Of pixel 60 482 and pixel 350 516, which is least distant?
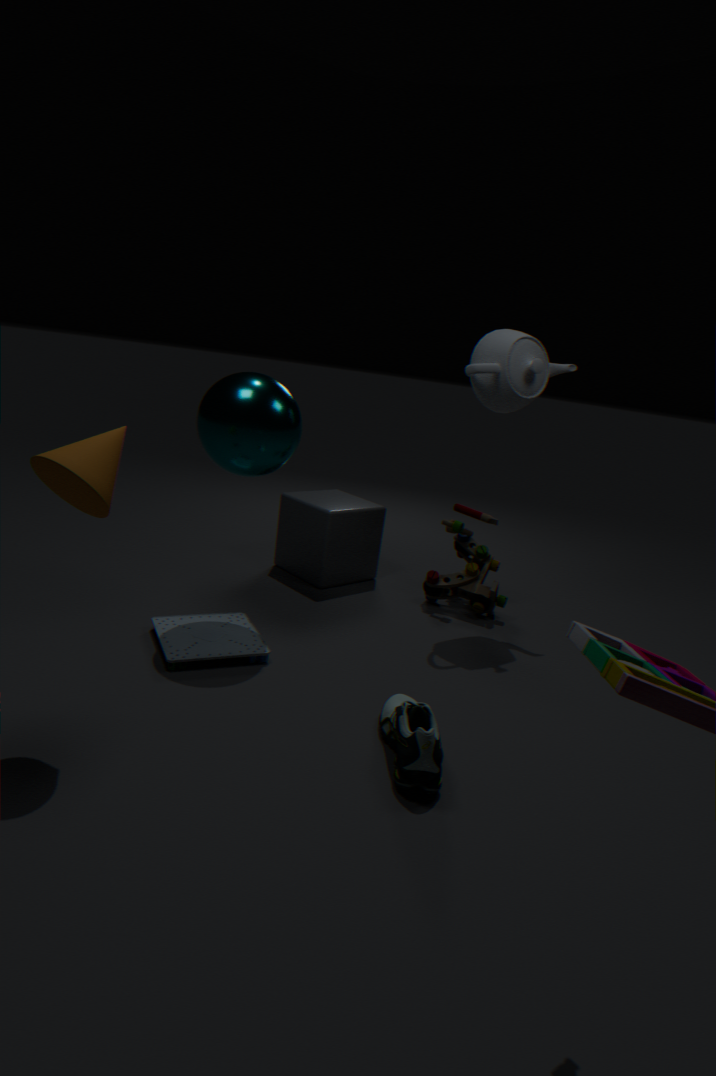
pixel 60 482
